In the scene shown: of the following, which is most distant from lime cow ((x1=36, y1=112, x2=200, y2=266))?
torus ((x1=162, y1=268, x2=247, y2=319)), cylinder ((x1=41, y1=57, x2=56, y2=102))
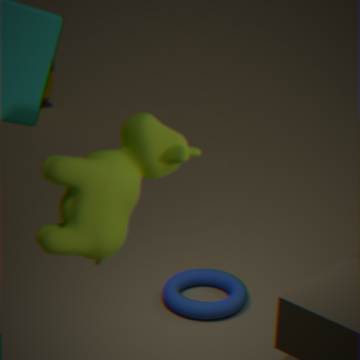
cylinder ((x1=41, y1=57, x2=56, y2=102))
